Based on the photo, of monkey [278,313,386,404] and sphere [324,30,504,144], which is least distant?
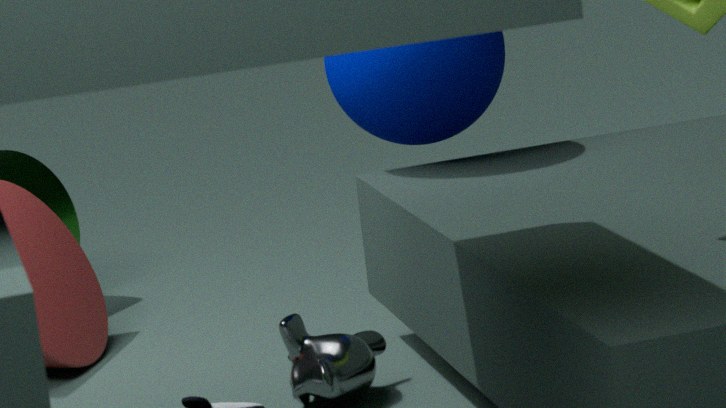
monkey [278,313,386,404]
